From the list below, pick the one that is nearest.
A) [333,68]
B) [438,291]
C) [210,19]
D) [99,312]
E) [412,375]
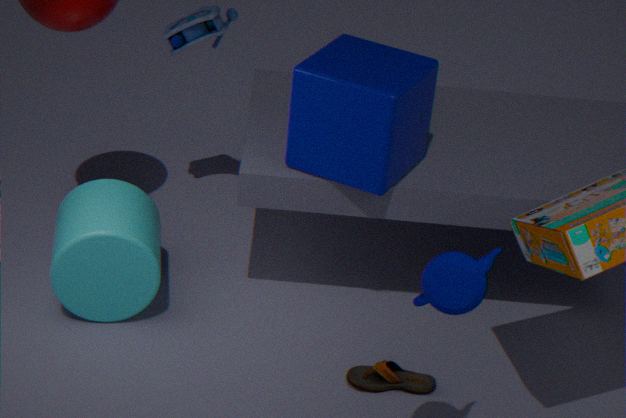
[438,291]
